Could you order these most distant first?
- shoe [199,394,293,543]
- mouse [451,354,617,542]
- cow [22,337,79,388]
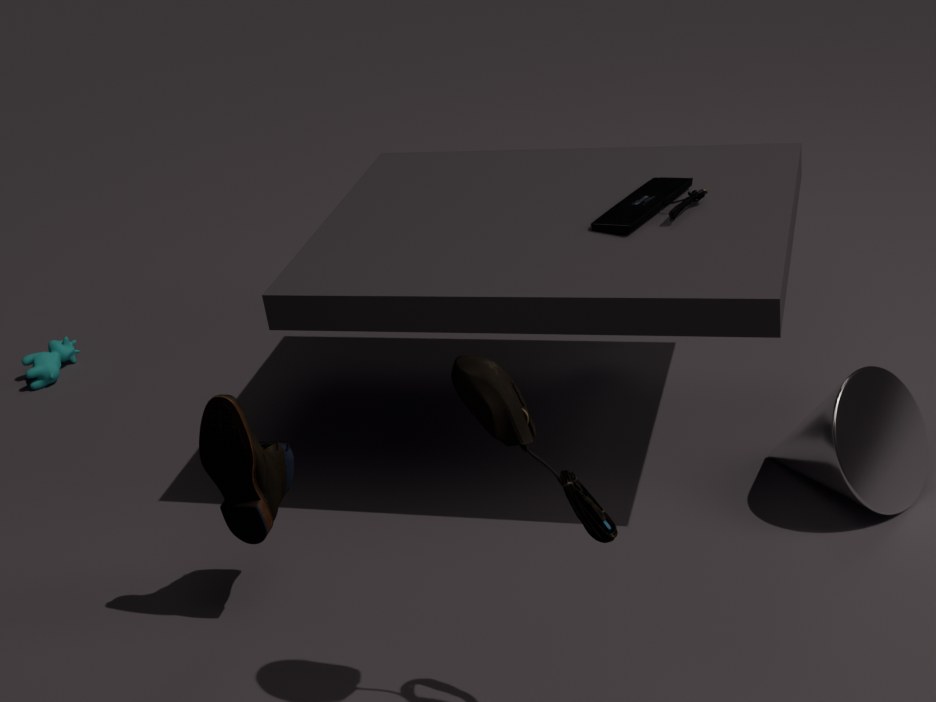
cow [22,337,79,388]
shoe [199,394,293,543]
mouse [451,354,617,542]
